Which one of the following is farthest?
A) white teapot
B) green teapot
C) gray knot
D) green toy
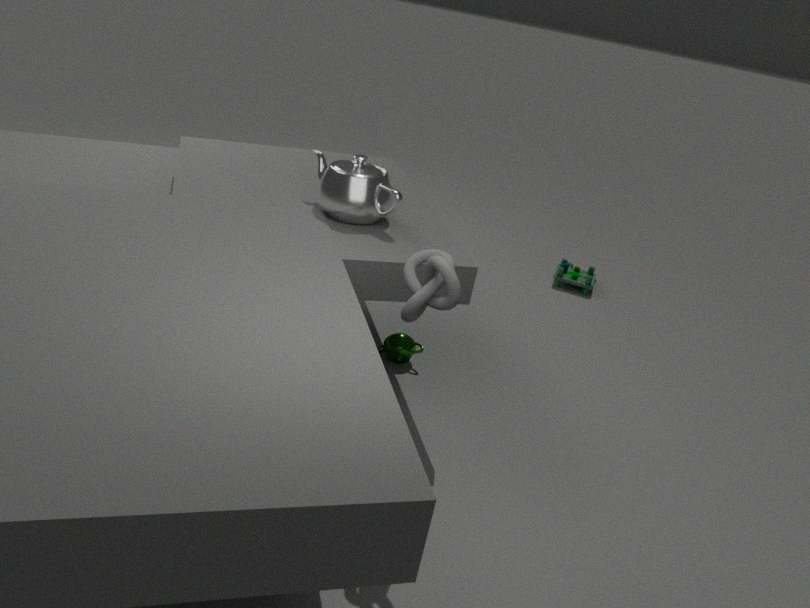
green toy
